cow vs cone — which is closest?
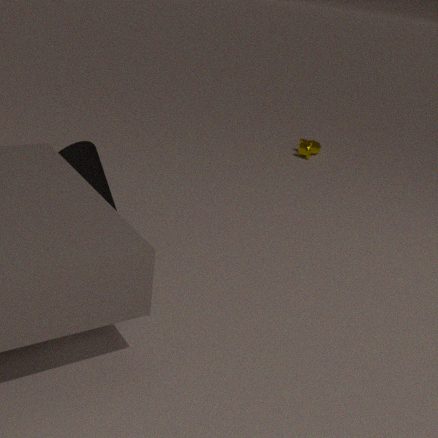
cone
